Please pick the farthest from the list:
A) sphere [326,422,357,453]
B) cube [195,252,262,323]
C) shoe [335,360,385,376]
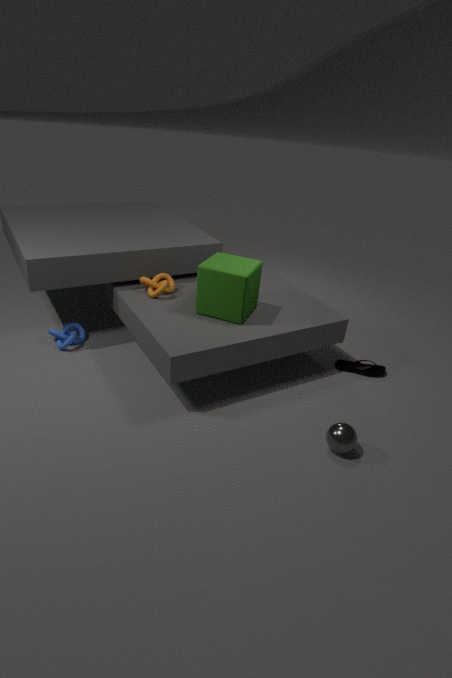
shoe [335,360,385,376]
